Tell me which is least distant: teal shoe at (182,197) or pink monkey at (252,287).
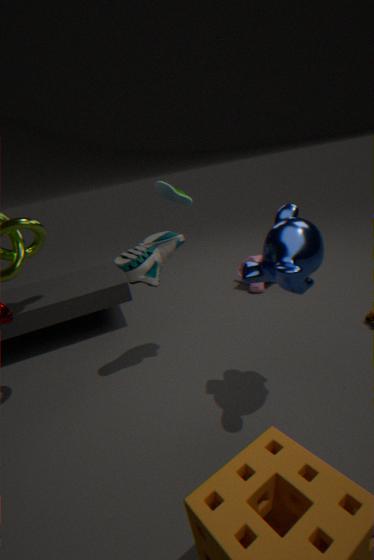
teal shoe at (182,197)
